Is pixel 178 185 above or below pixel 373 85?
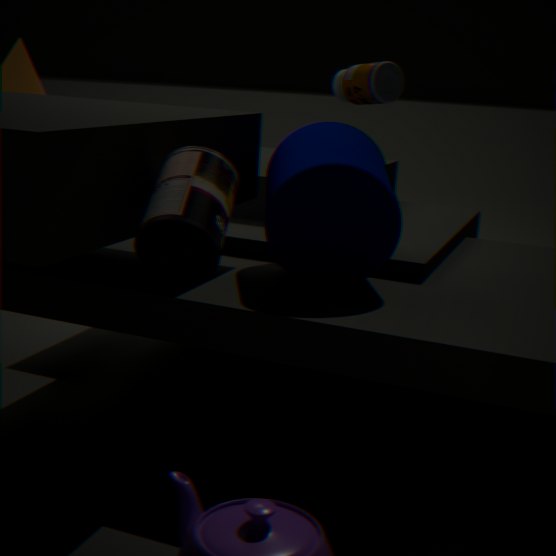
below
